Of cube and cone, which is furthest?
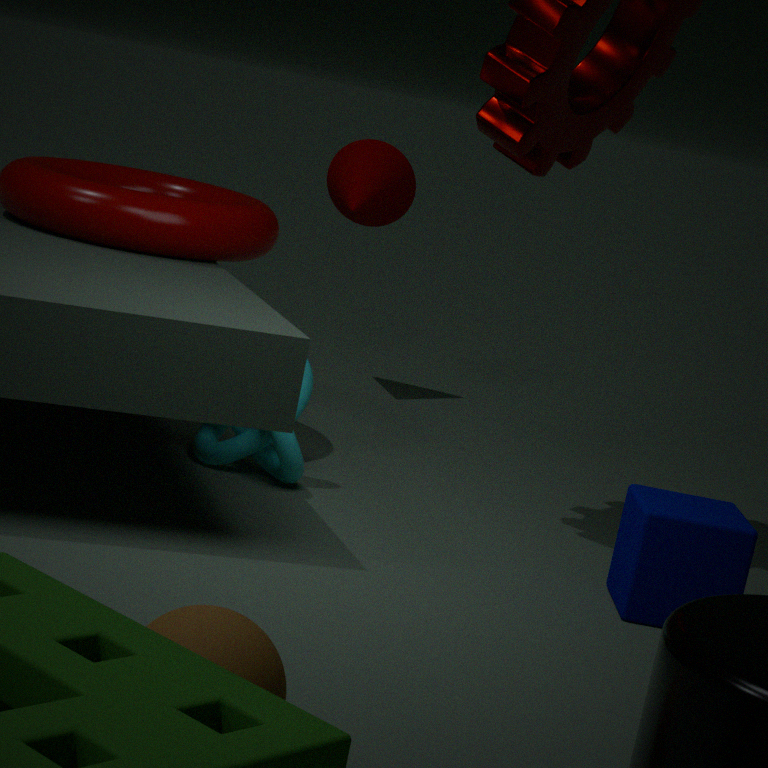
cone
